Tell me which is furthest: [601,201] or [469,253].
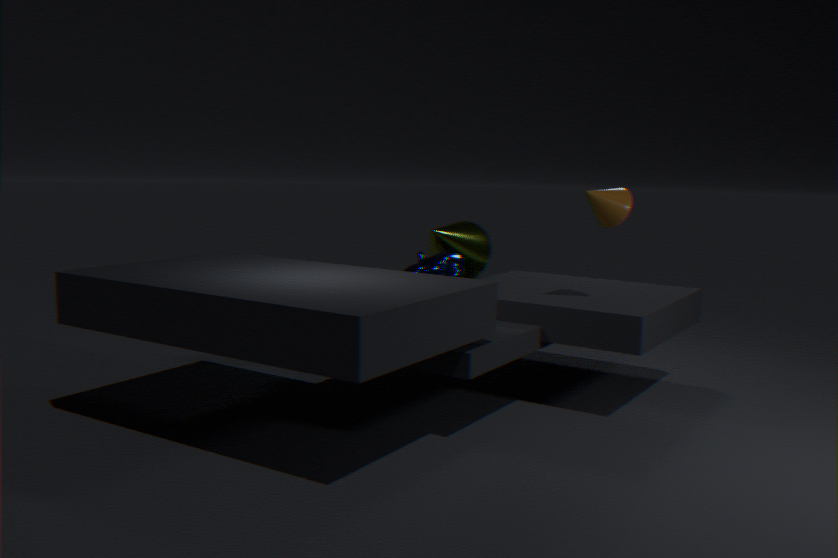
[469,253]
